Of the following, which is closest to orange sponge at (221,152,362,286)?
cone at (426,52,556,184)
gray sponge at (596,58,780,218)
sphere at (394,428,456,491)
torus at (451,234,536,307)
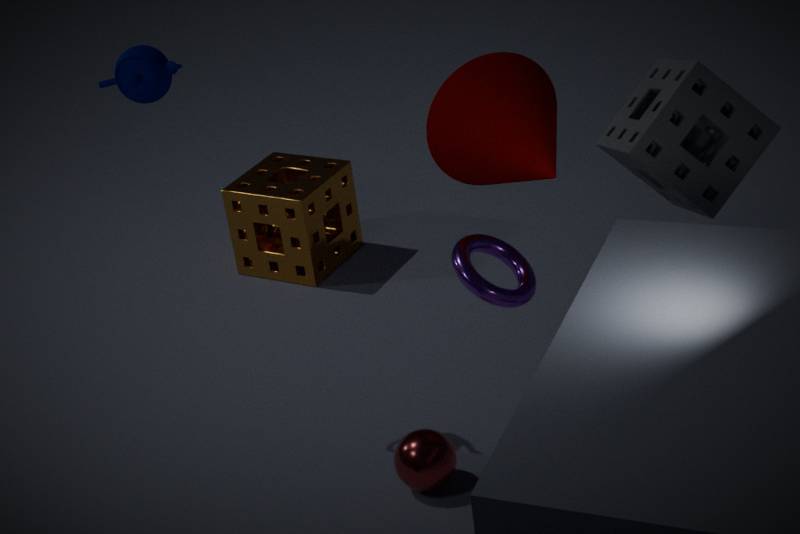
cone at (426,52,556,184)
